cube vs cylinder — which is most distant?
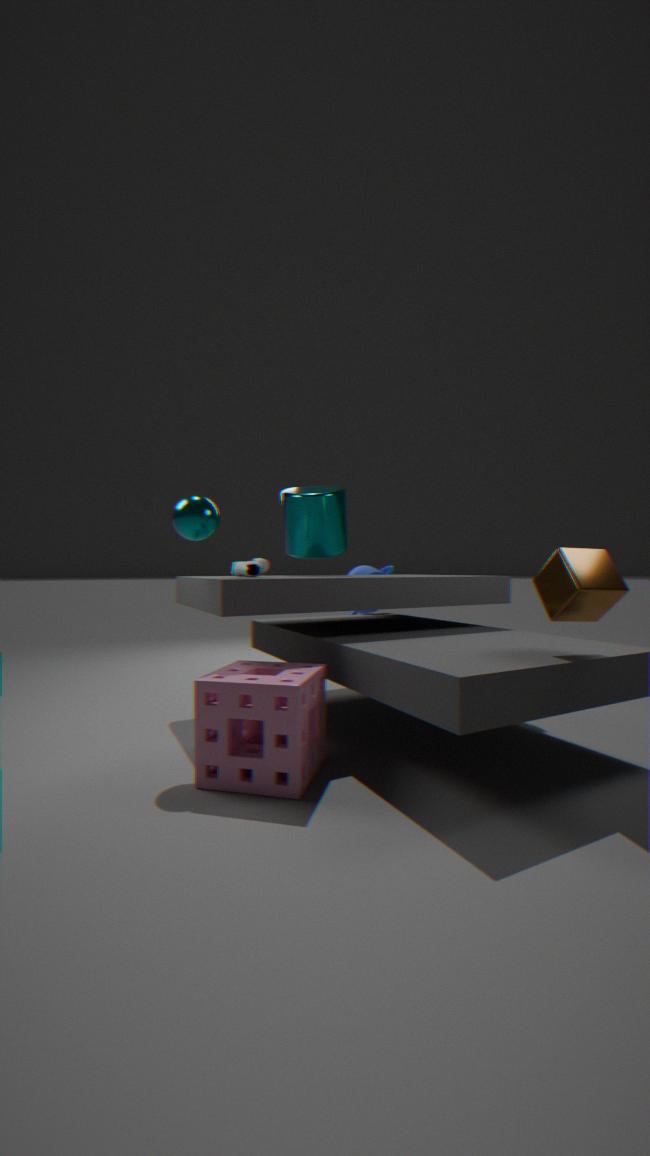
cylinder
